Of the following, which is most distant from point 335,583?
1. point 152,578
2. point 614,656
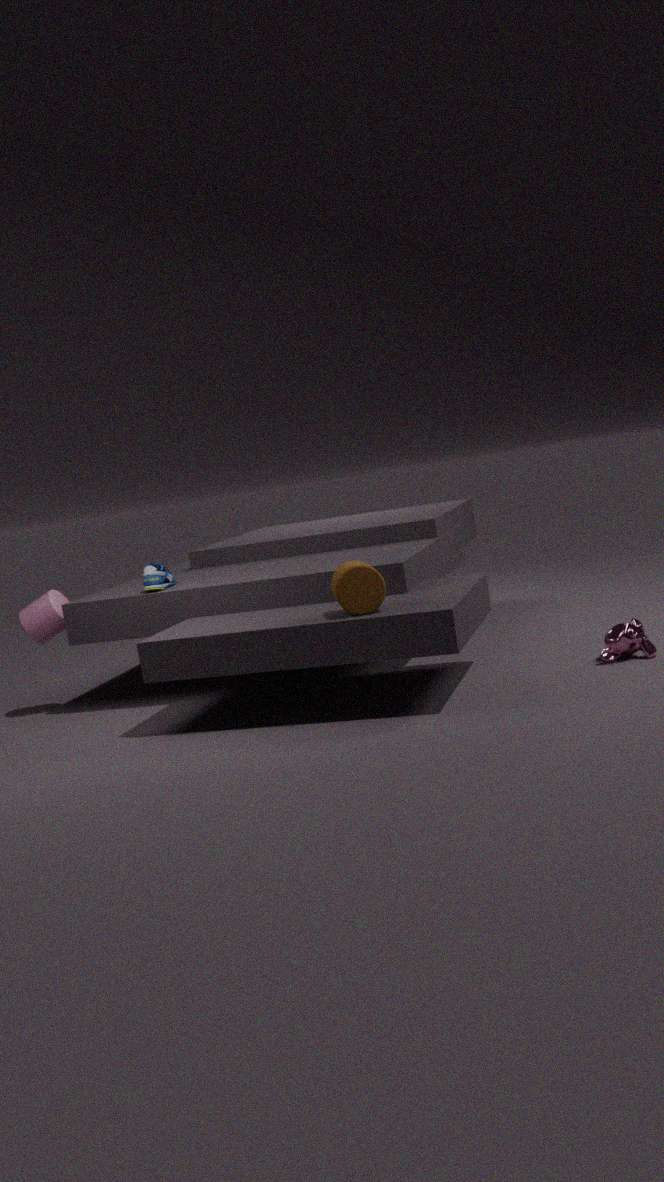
point 152,578
